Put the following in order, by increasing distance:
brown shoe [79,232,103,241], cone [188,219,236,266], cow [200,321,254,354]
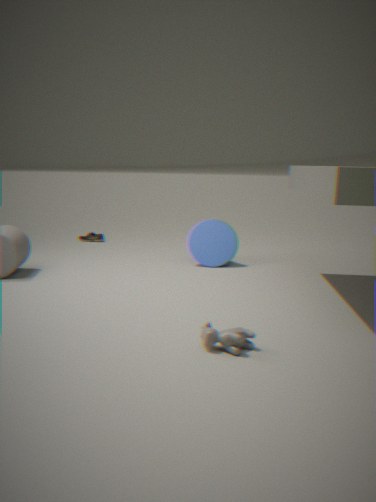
cow [200,321,254,354] → cone [188,219,236,266] → brown shoe [79,232,103,241]
